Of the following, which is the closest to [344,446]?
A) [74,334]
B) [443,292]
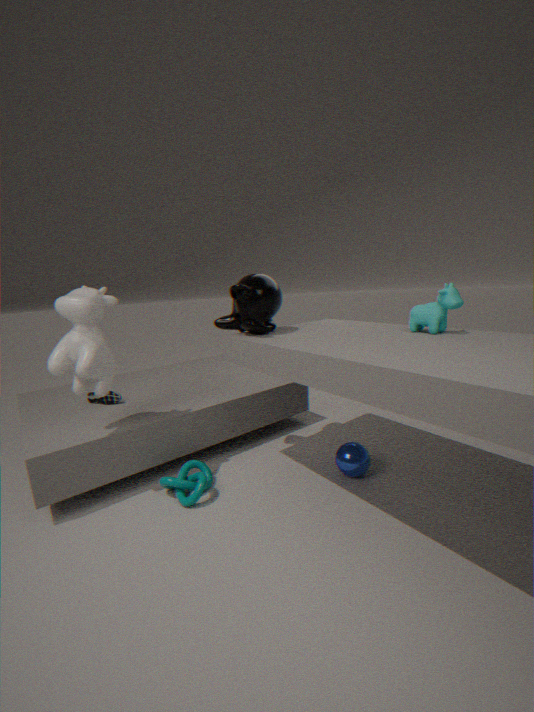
[443,292]
